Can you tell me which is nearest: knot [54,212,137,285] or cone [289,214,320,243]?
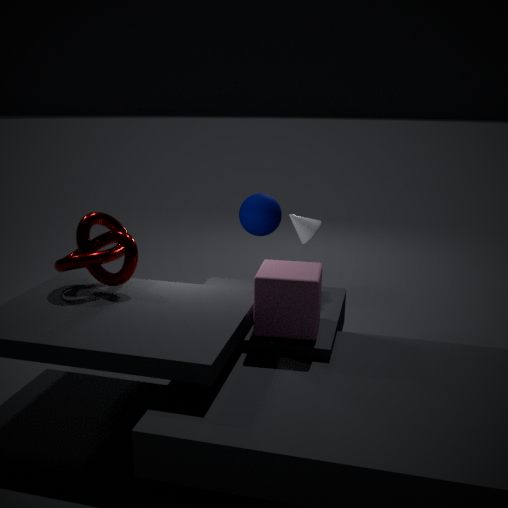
knot [54,212,137,285]
